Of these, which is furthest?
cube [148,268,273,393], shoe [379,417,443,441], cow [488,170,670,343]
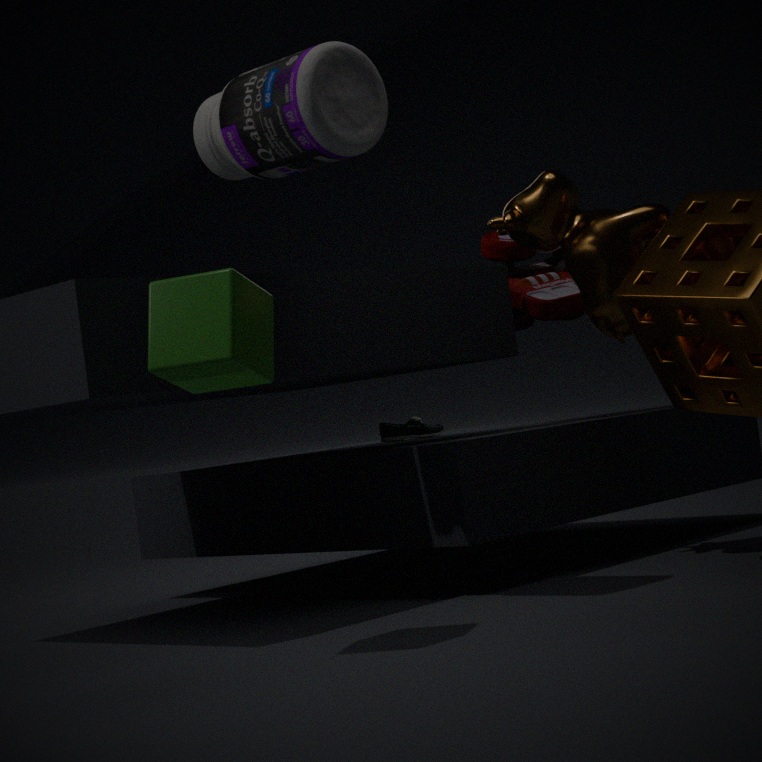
shoe [379,417,443,441]
